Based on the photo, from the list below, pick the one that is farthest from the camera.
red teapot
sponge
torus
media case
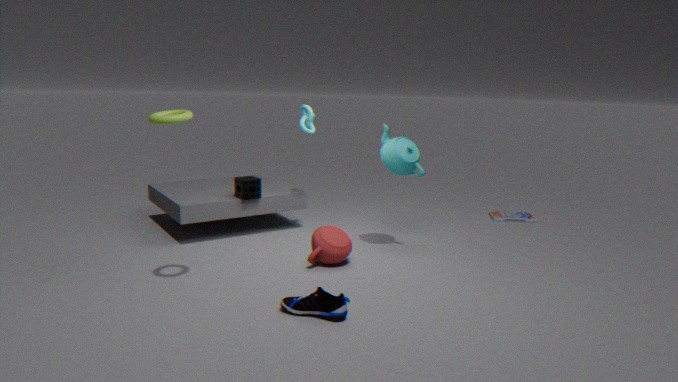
media case
